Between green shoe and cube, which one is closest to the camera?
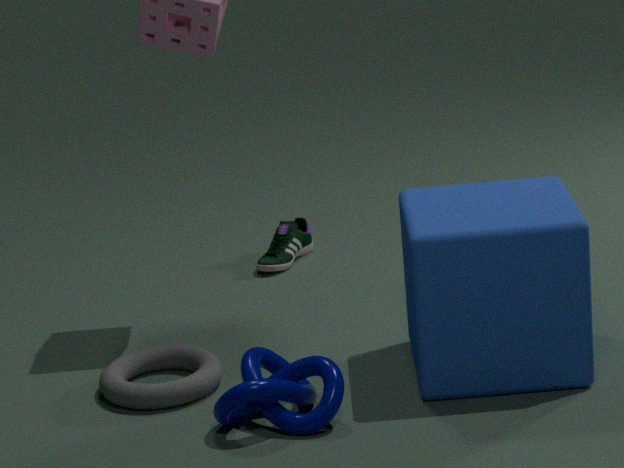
cube
